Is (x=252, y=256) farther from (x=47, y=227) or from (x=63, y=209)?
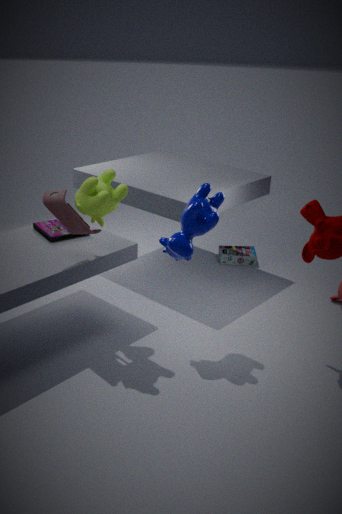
(x=63, y=209)
